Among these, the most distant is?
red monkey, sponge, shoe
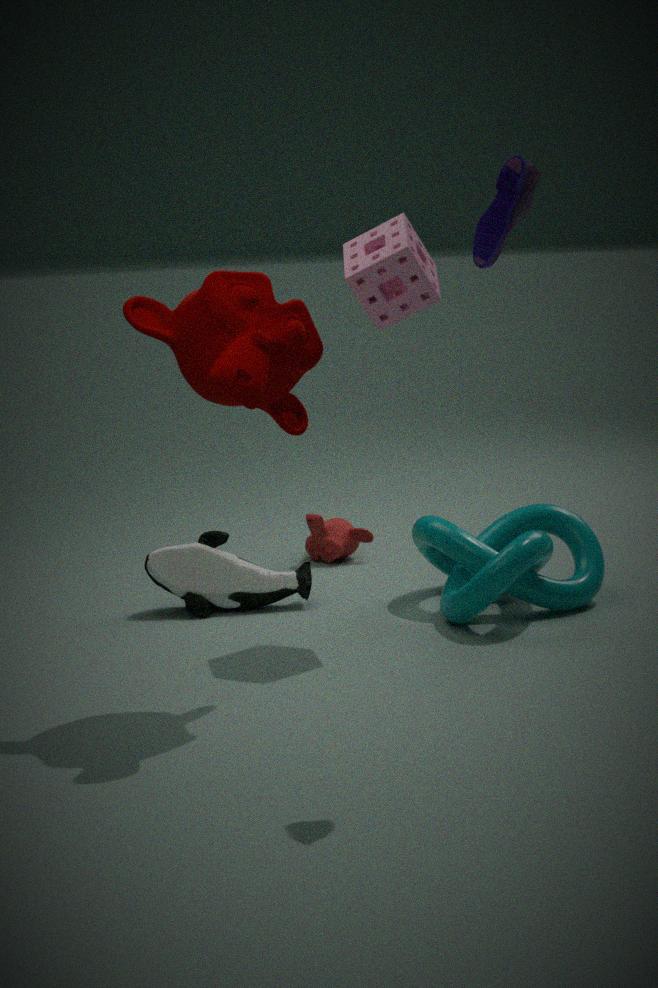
red monkey
